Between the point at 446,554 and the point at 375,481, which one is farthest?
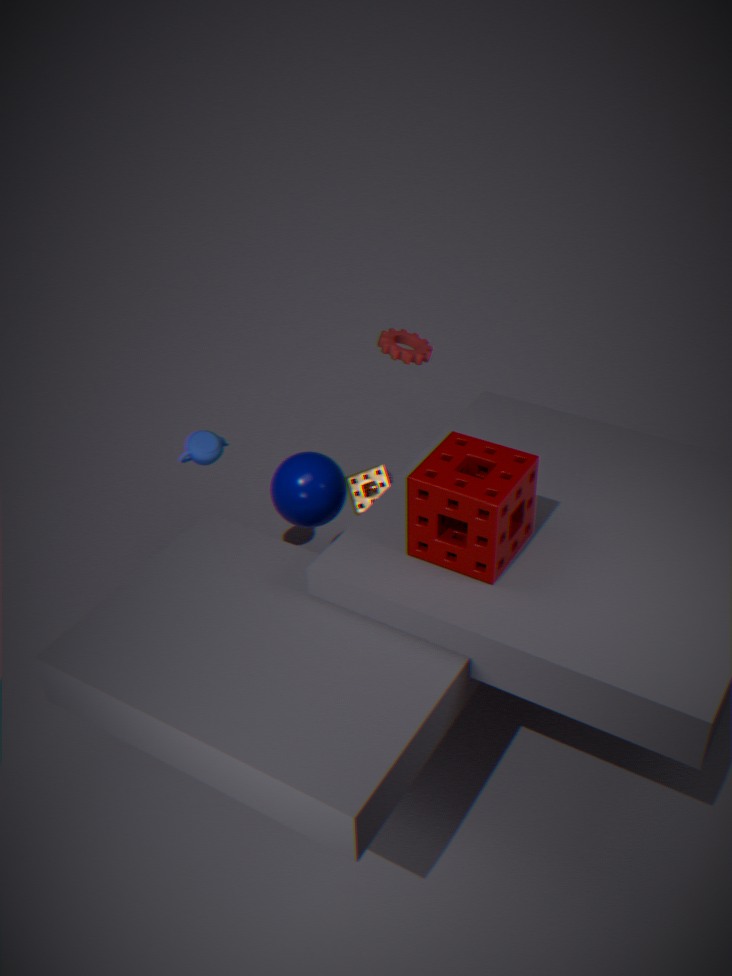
the point at 375,481
